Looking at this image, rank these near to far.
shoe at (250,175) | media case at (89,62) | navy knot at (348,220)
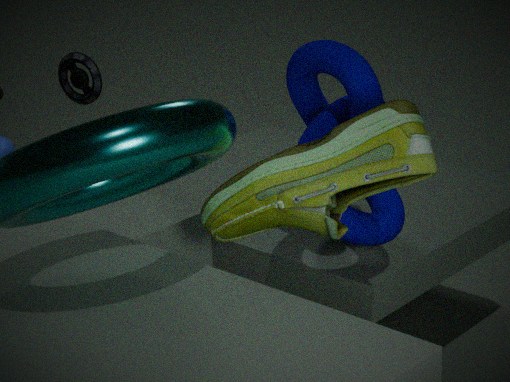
shoe at (250,175)
navy knot at (348,220)
media case at (89,62)
